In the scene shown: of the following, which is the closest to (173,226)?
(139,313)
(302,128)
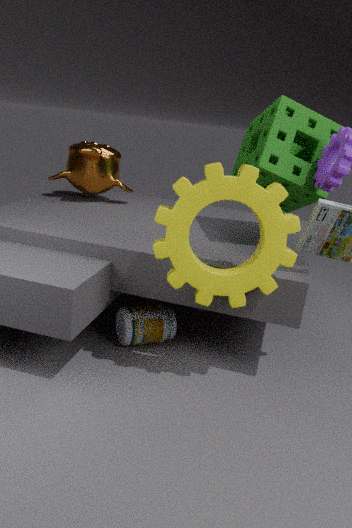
(139,313)
